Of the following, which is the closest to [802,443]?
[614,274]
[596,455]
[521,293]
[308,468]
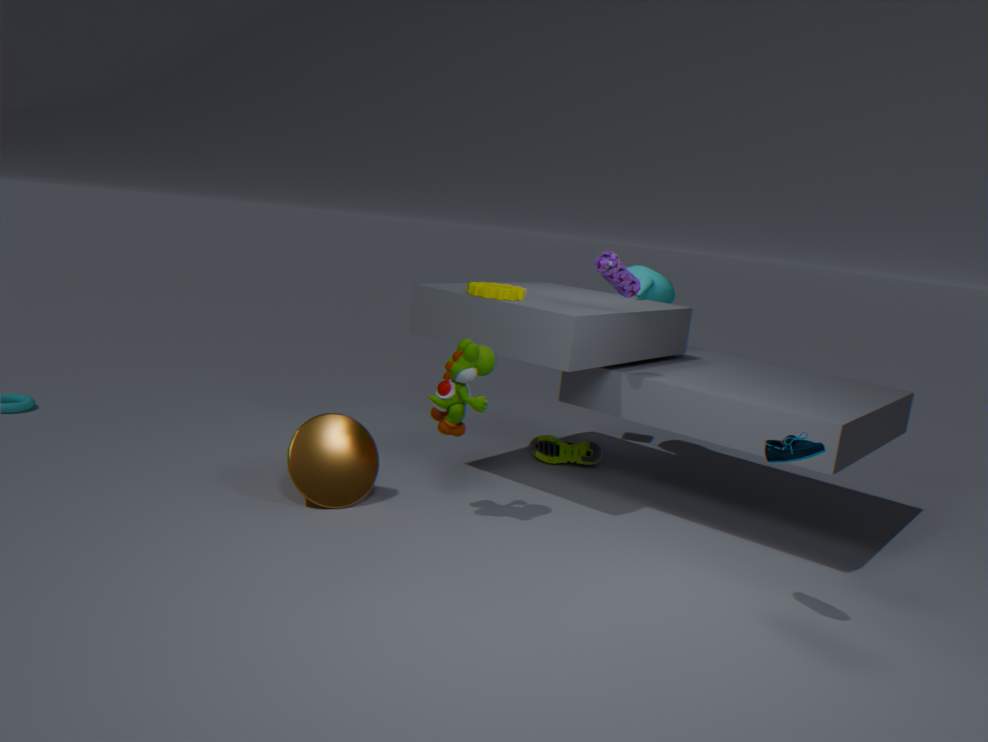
[614,274]
